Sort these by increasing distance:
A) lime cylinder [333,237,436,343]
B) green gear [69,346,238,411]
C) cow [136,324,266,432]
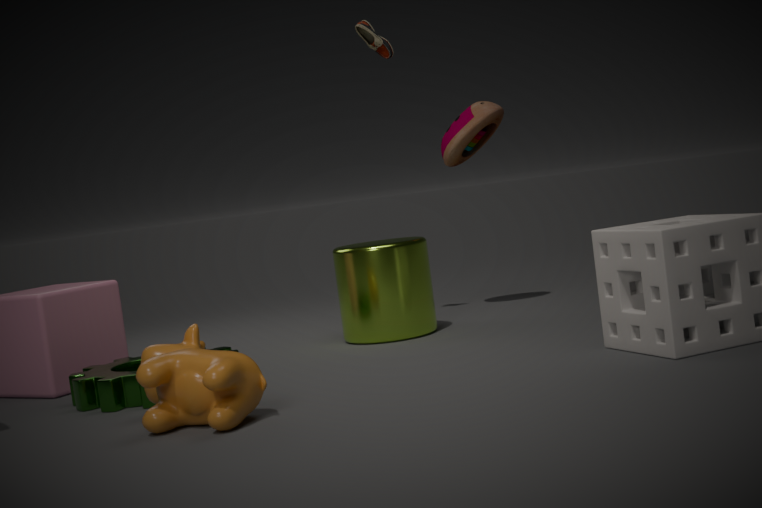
Answer: 1. cow [136,324,266,432]
2. green gear [69,346,238,411]
3. lime cylinder [333,237,436,343]
